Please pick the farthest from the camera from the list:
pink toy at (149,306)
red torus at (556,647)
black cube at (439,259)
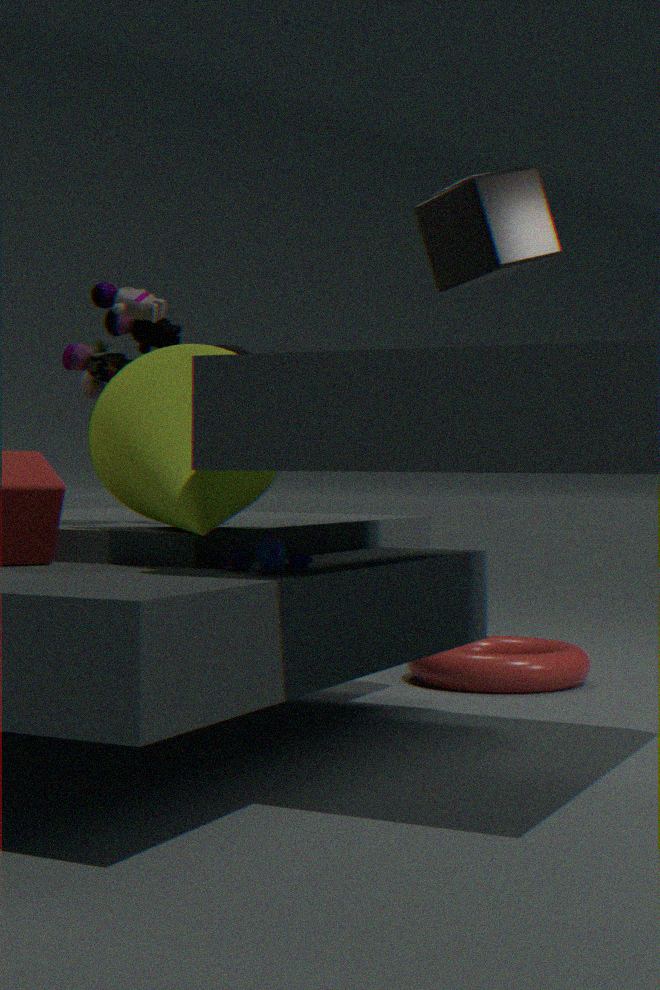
red torus at (556,647)
